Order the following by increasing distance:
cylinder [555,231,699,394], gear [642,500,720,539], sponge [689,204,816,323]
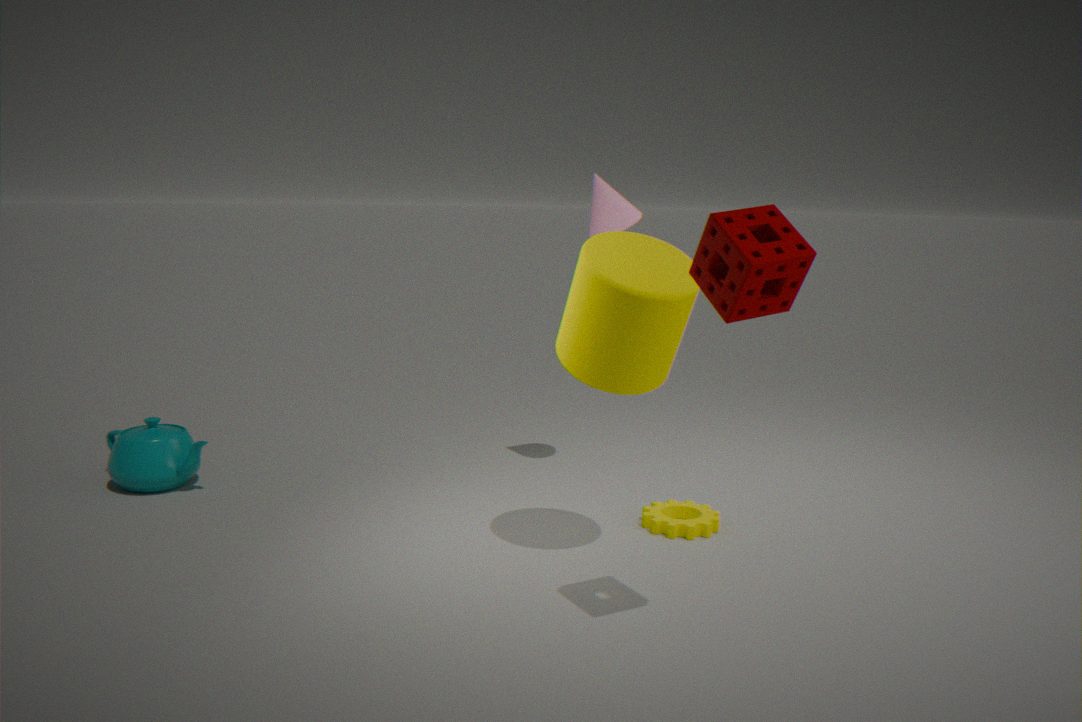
sponge [689,204,816,323], cylinder [555,231,699,394], gear [642,500,720,539]
